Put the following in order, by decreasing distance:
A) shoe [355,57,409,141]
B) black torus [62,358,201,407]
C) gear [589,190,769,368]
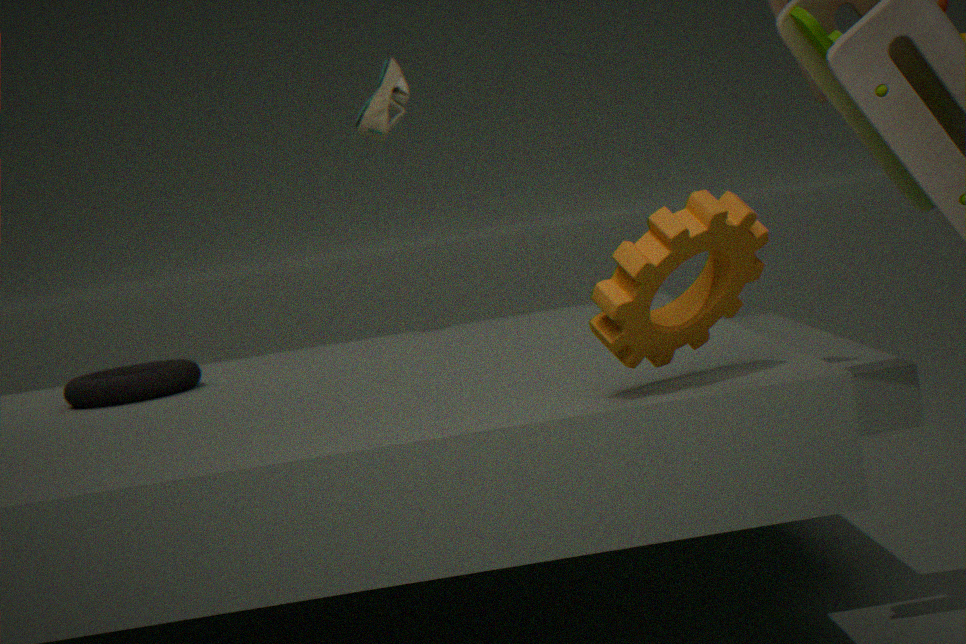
shoe [355,57,409,141] < black torus [62,358,201,407] < gear [589,190,769,368]
